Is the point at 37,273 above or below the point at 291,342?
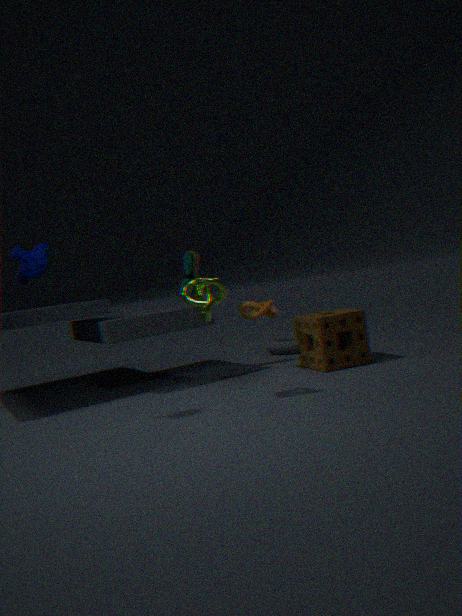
above
